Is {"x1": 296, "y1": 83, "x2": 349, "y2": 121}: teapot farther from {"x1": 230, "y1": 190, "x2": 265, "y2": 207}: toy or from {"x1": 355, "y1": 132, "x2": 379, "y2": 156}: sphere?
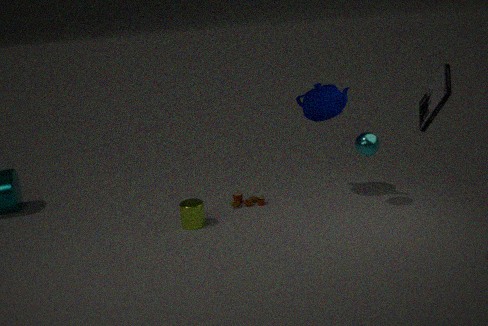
{"x1": 230, "y1": 190, "x2": 265, "y2": 207}: toy
